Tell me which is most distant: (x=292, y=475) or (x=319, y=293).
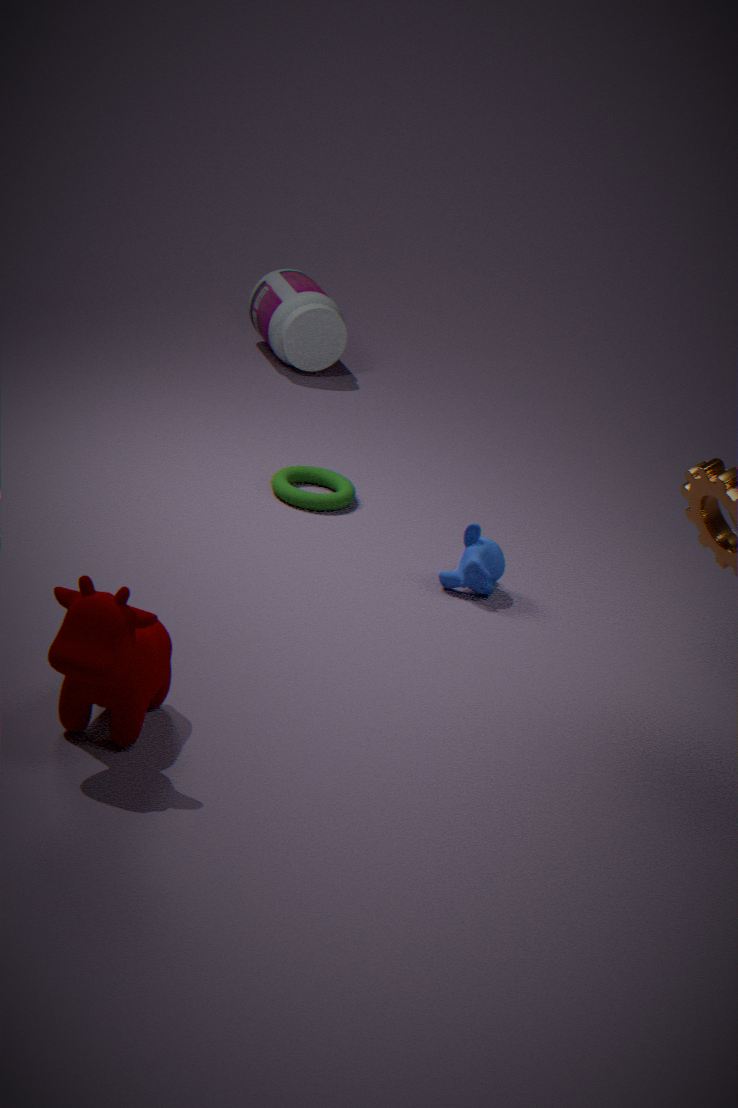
(x=319, y=293)
